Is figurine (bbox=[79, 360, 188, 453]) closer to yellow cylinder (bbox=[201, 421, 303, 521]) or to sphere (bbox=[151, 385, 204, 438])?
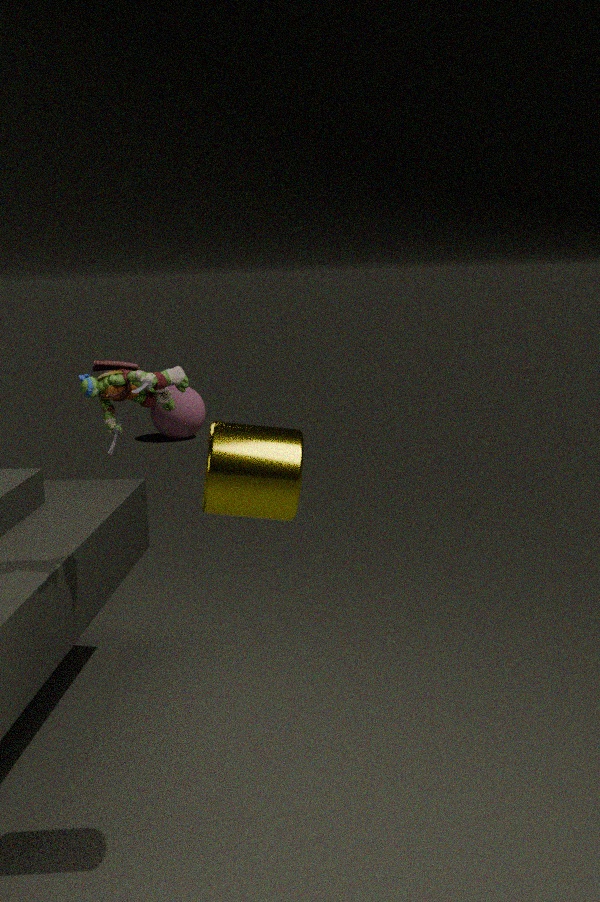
yellow cylinder (bbox=[201, 421, 303, 521])
